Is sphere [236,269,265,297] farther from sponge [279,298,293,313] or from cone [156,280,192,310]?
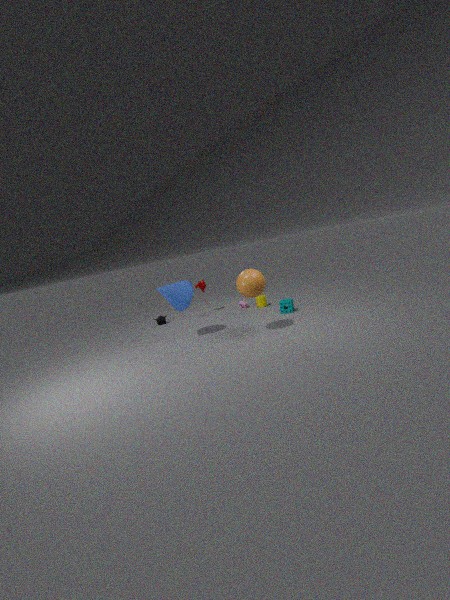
sponge [279,298,293,313]
